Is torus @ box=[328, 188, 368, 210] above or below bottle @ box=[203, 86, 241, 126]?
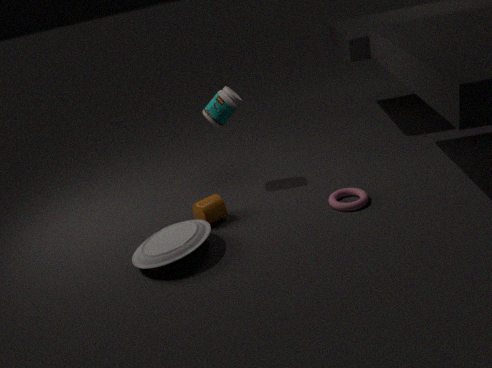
below
